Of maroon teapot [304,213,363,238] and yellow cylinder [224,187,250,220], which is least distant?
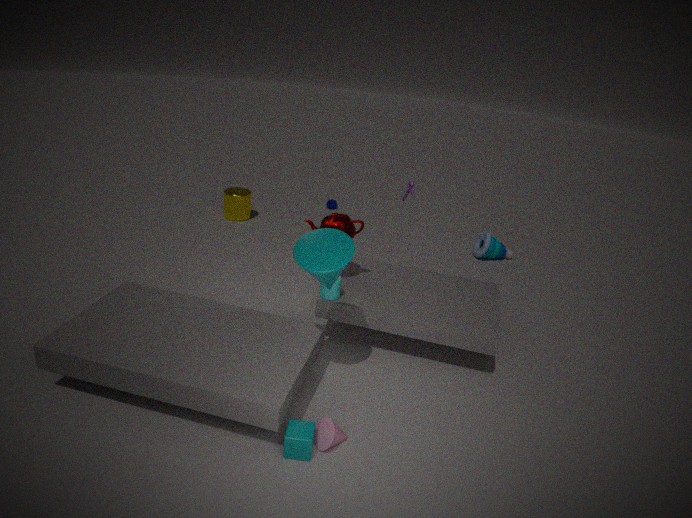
maroon teapot [304,213,363,238]
